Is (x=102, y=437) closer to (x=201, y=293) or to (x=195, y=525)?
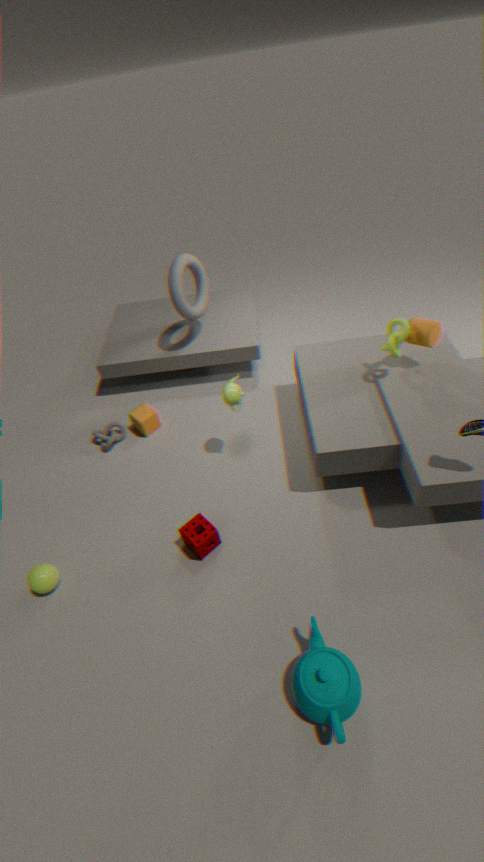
(x=195, y=525)
